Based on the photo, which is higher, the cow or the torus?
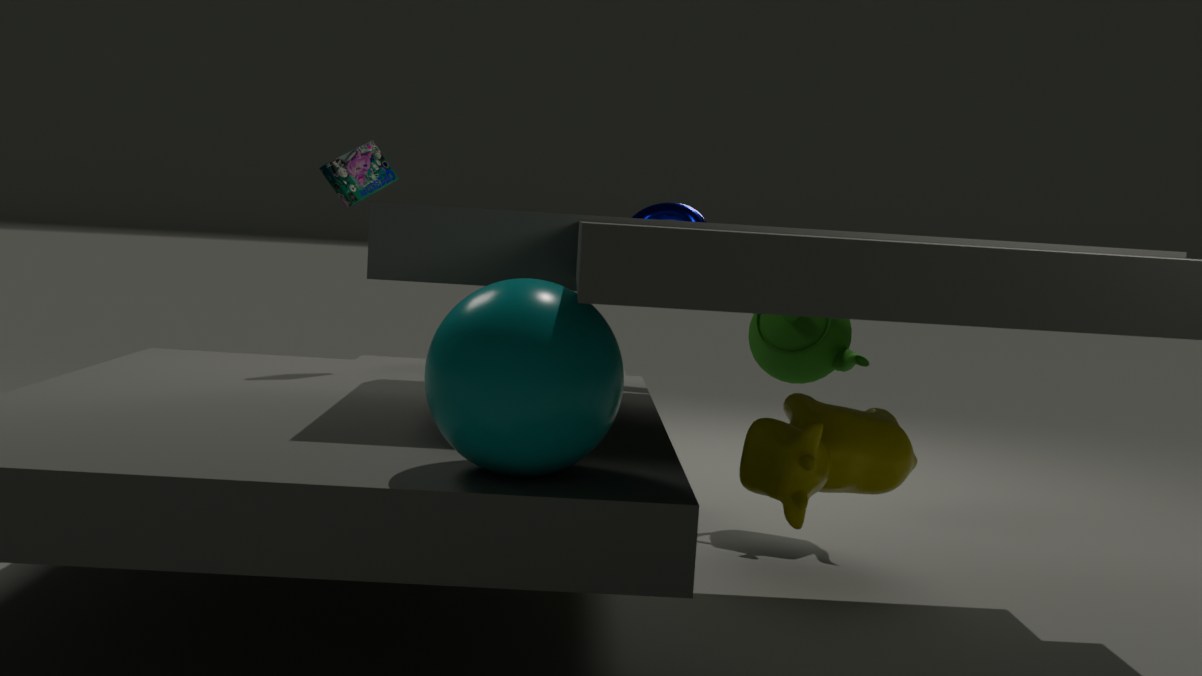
the torus
